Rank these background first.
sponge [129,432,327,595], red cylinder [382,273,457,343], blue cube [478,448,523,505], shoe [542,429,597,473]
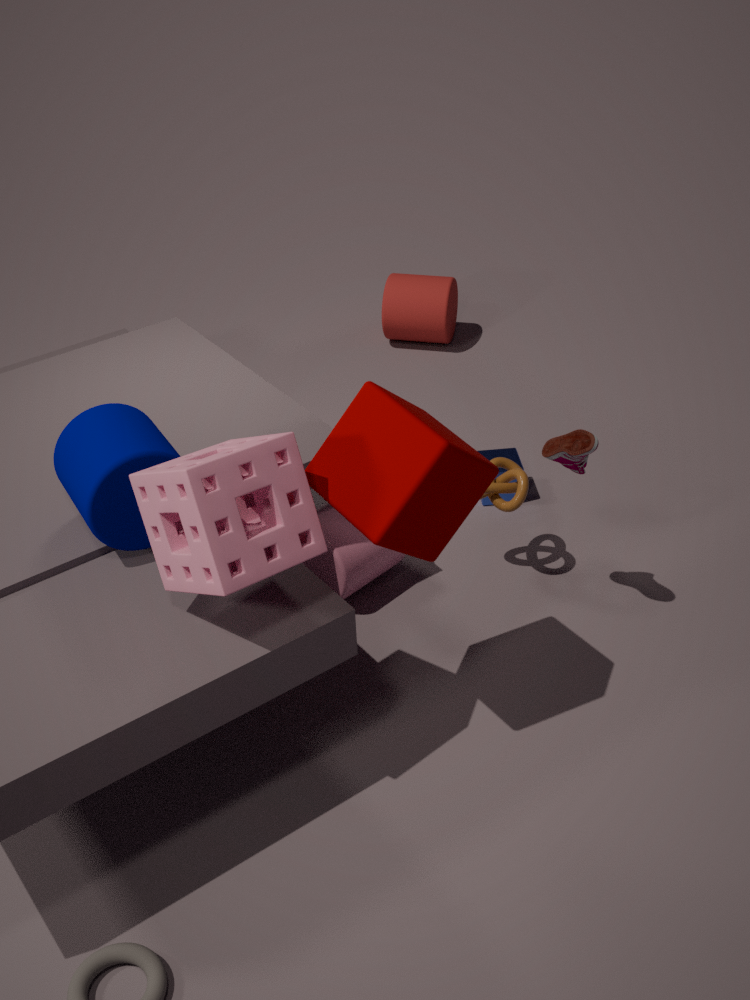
red cylinder [382,273,457,343]
blue cube [478,448,523,505]
shoe [542,429,597,473]
sponge [129,432,327,595]
